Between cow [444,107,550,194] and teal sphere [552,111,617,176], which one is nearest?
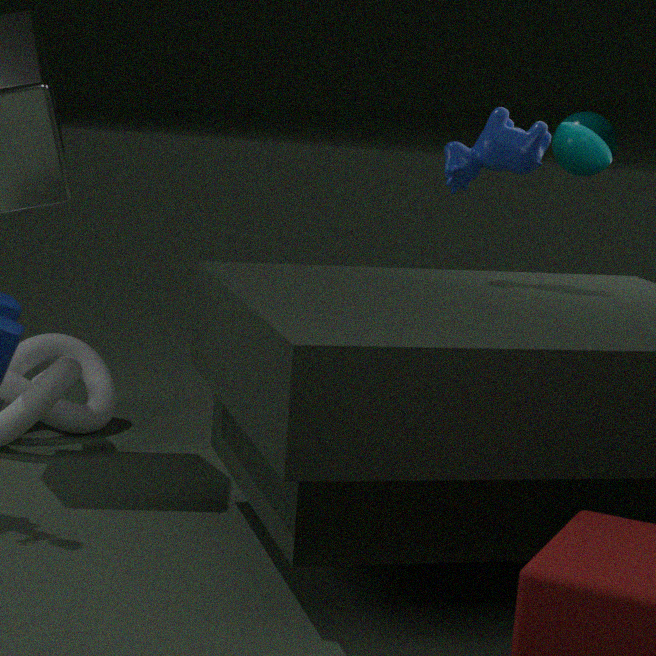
cow [444,107,550,194]
